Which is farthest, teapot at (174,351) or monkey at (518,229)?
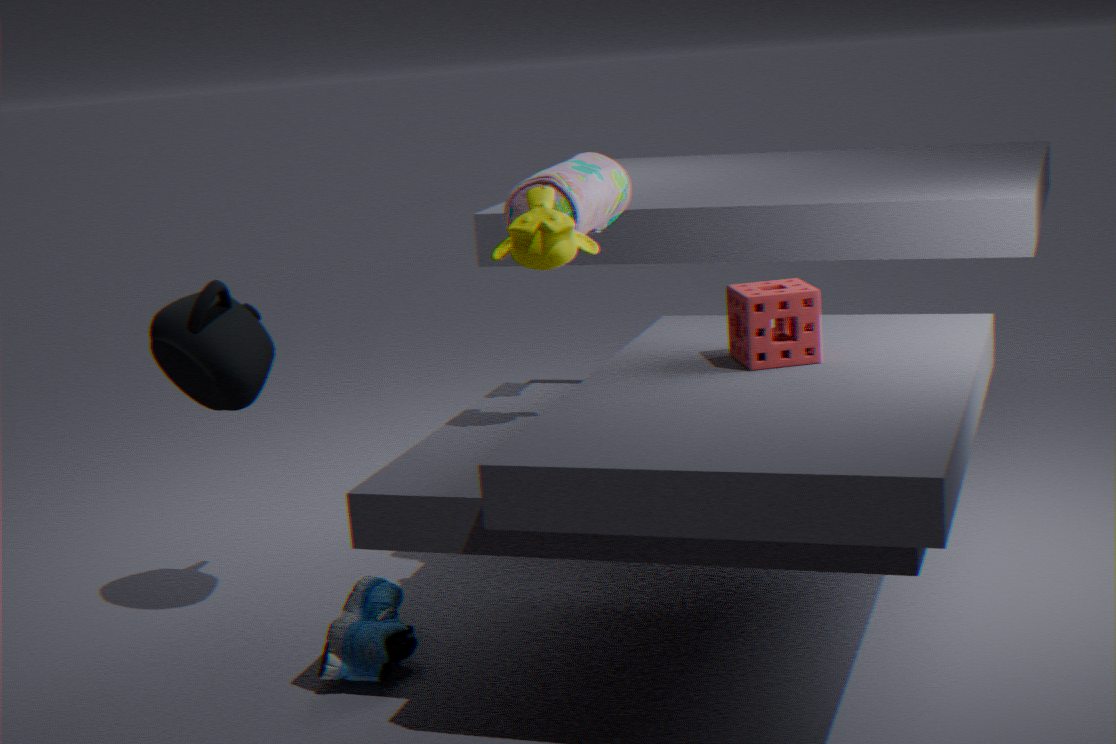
teapot at (174,351)
